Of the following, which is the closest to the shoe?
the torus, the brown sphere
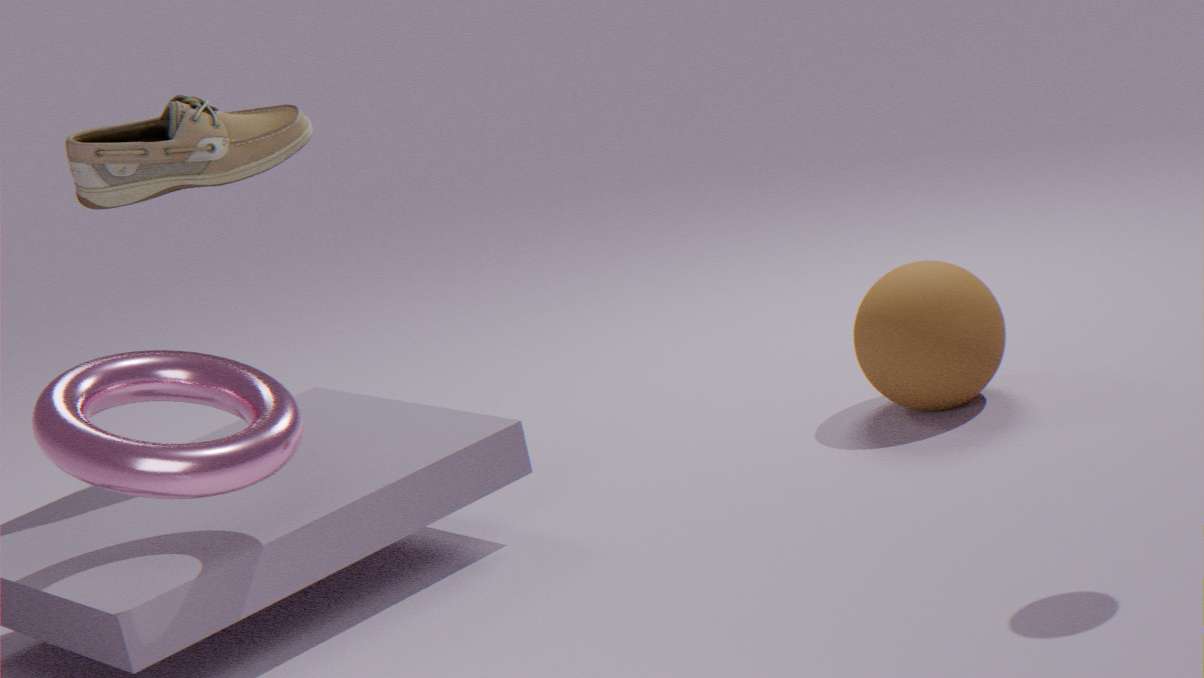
the torus
